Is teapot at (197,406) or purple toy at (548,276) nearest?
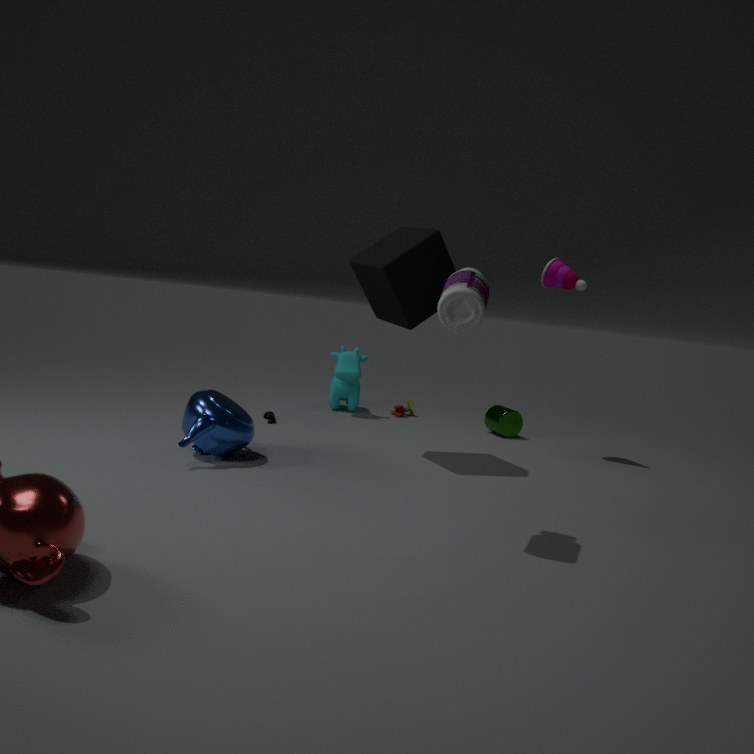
teapot at (197,406)
